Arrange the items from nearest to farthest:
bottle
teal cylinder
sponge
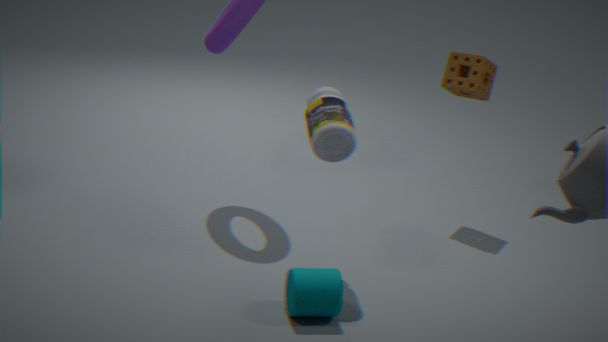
teal cylinder, bottle, sponge
